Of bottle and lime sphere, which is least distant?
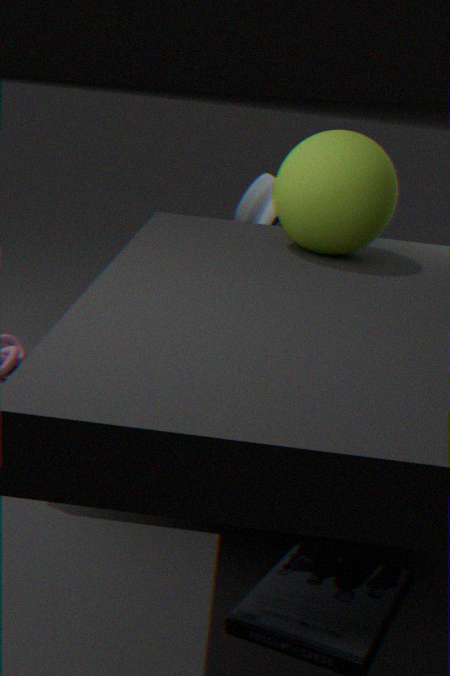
lime sphere
